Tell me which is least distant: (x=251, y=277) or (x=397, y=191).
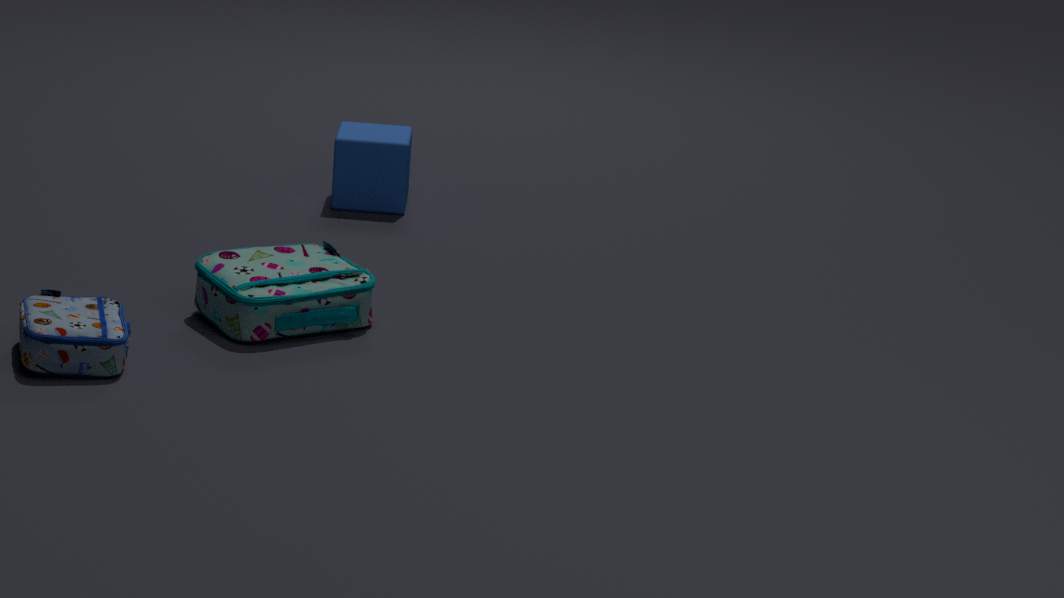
(x=251, y=277)
